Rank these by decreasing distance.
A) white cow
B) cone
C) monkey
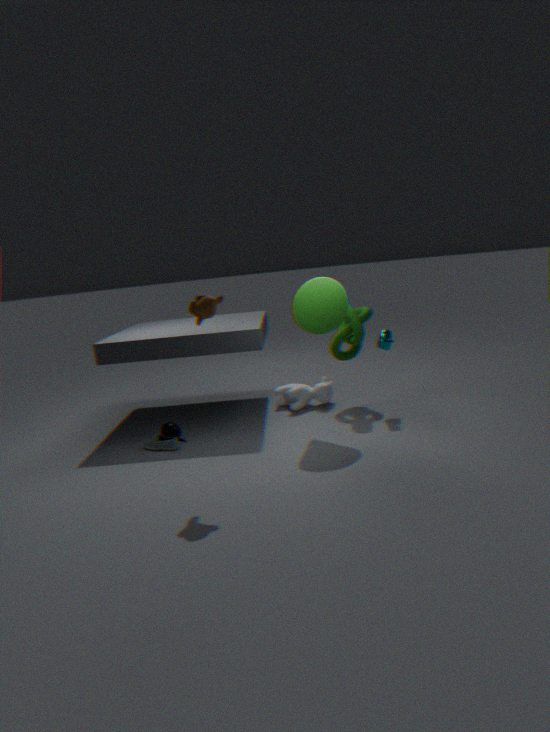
white cow → cone → monkey
